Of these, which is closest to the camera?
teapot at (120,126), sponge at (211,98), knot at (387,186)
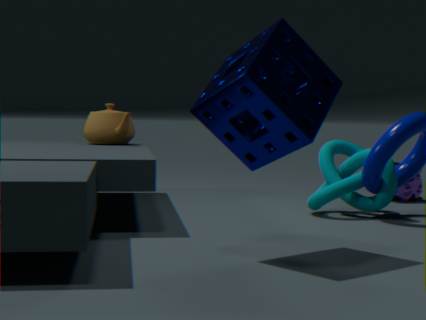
sponge at (211,98)
